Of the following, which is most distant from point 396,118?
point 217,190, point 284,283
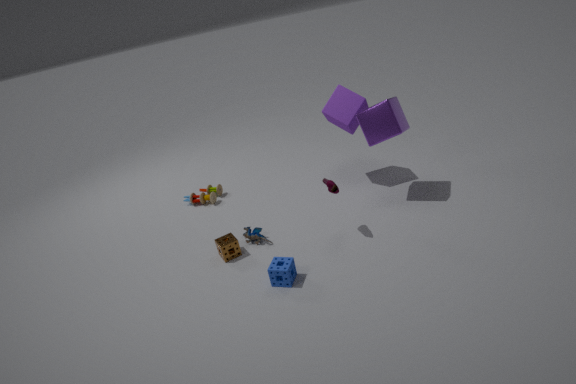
point 217,190
